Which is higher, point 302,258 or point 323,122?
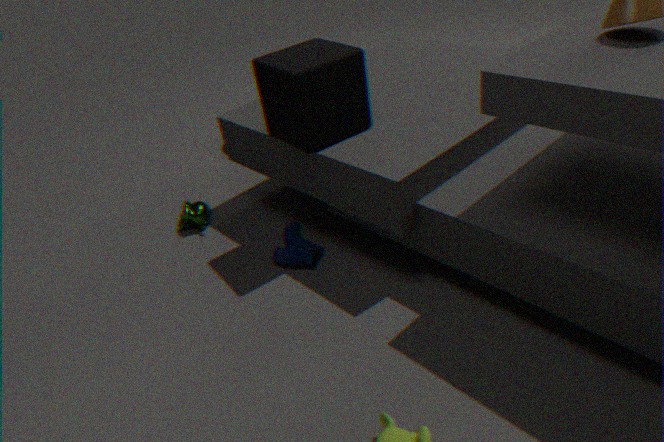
point 323,122
